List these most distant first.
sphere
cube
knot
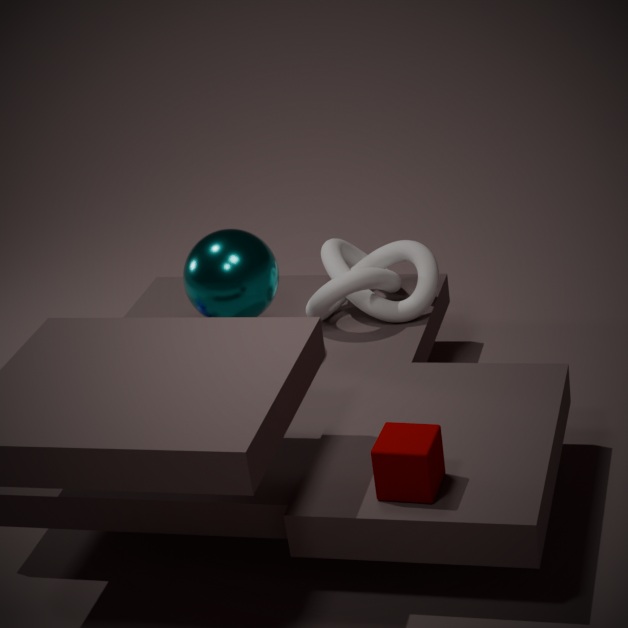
1. knot
2. sphere
3. cube
